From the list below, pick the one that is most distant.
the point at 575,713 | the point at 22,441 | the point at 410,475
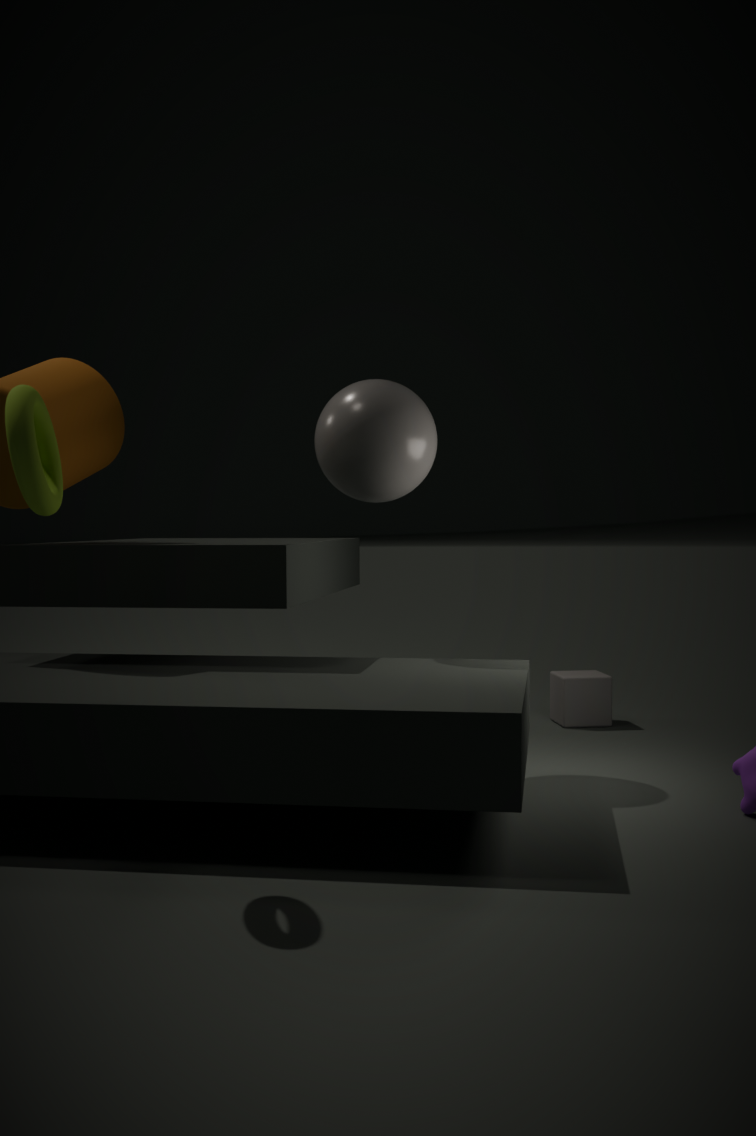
the point at 575,713
